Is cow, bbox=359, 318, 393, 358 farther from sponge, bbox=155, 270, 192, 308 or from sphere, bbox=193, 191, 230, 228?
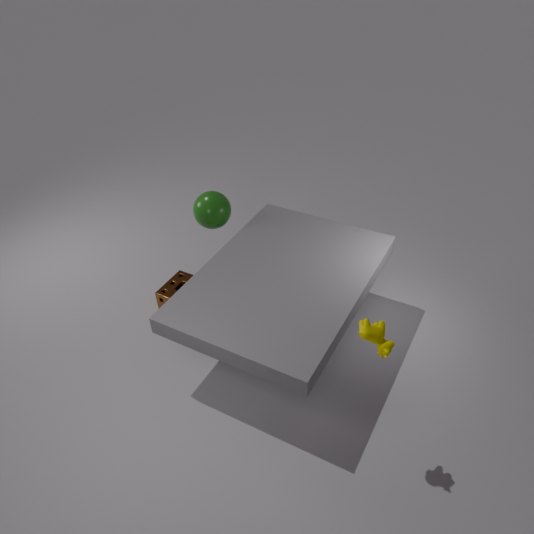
sphere, bbox=193, 191, 230, 228
